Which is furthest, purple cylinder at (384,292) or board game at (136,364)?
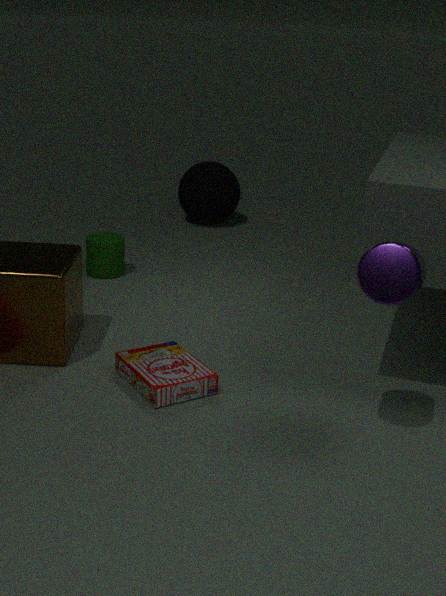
board game at (136,364)
